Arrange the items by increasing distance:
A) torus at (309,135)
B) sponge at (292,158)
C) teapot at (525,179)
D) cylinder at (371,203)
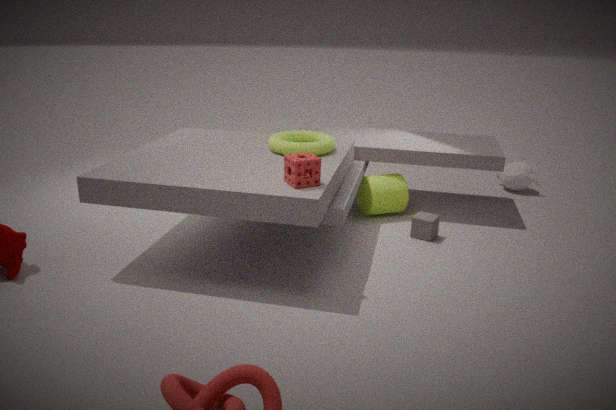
1. sponge at (292,158)
2. torus at (309,135)
3. cylinder at (371,203)
4. teapot at (525,179)
